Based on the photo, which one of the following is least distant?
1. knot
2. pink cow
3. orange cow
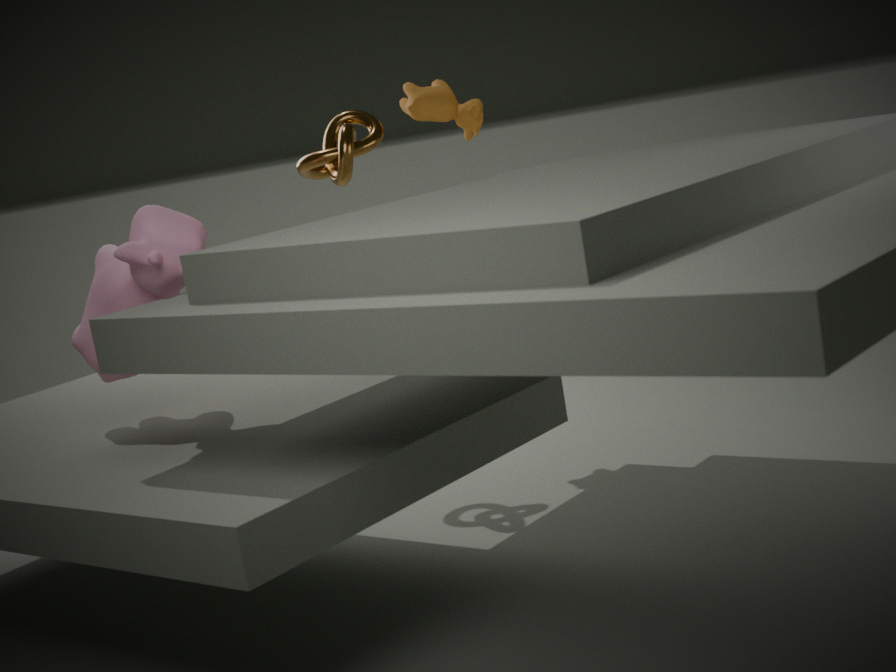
pink cow
